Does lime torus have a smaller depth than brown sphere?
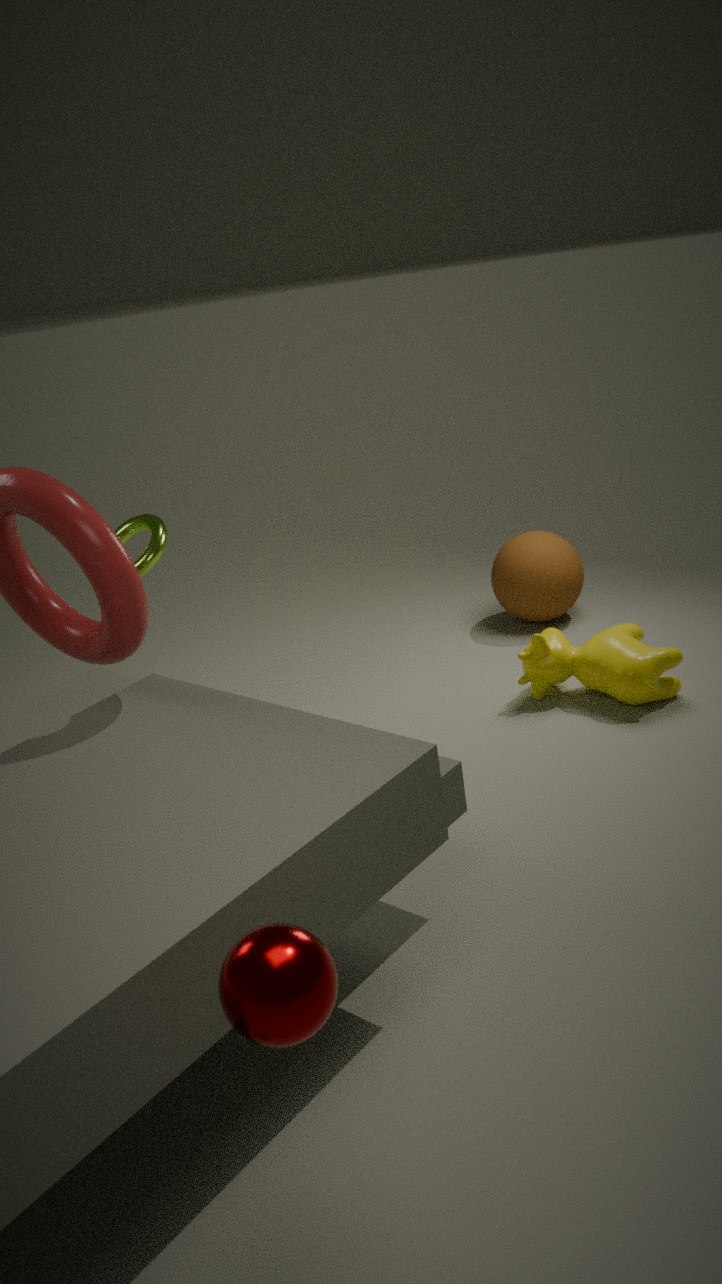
Yes
